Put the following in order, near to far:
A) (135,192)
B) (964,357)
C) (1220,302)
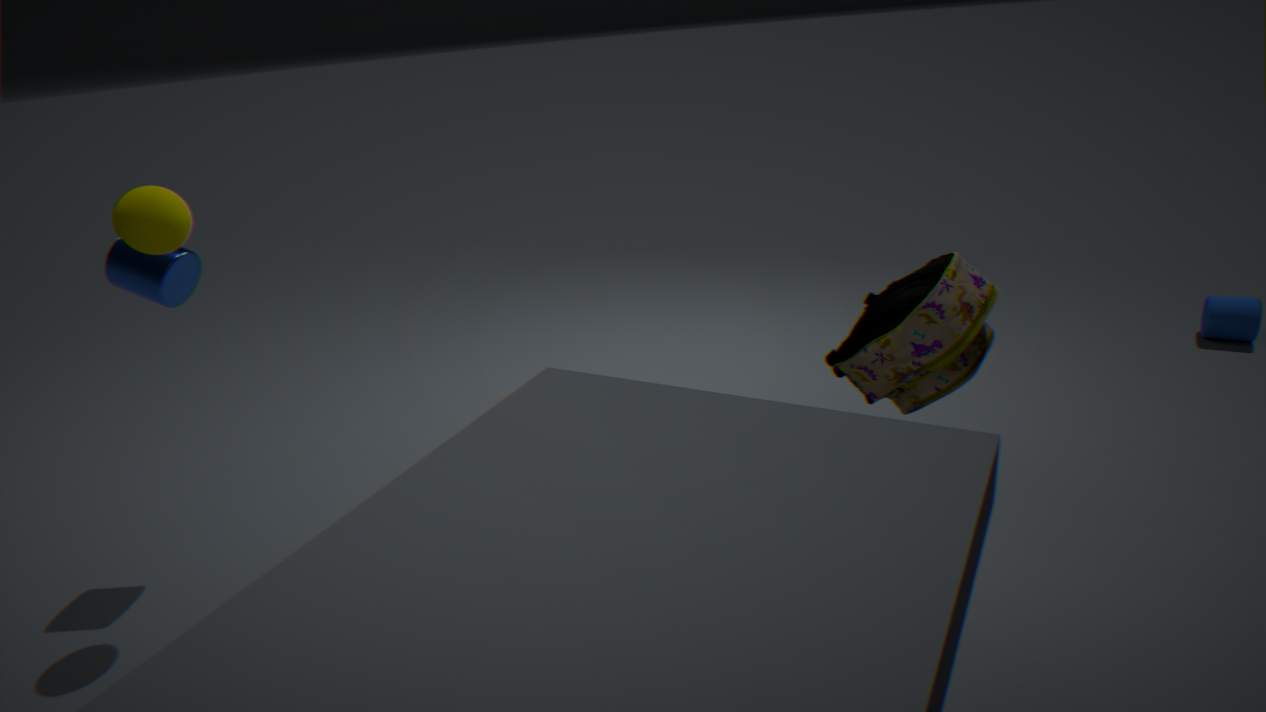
(964,357), (135,192), (1220,302)
